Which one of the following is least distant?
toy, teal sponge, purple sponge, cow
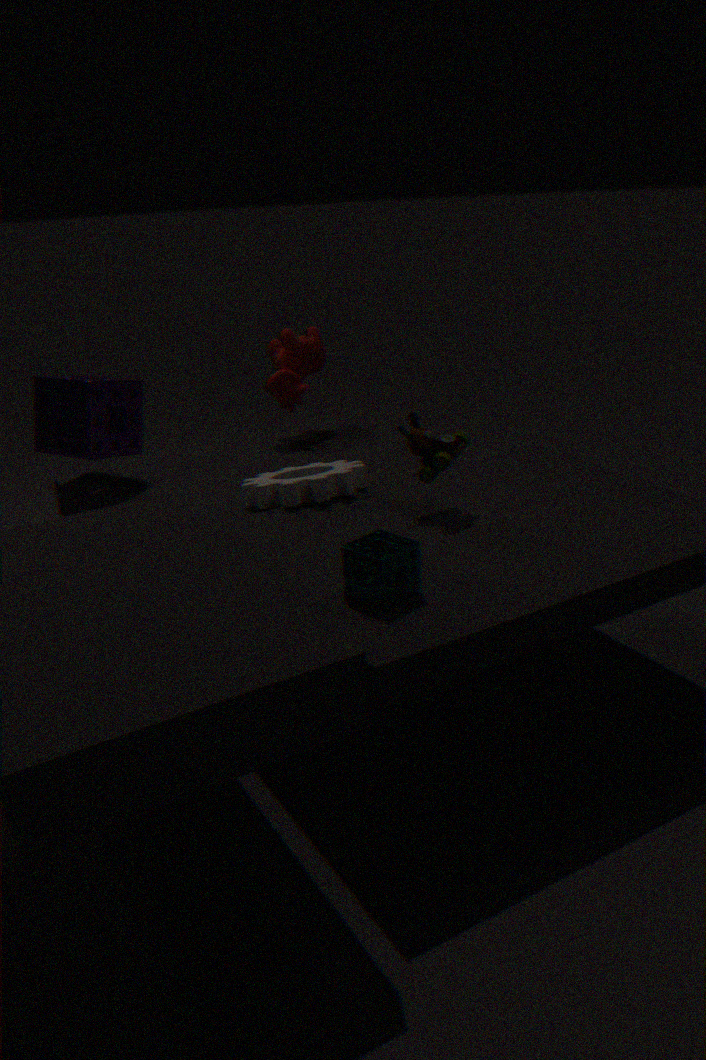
teal sponge
